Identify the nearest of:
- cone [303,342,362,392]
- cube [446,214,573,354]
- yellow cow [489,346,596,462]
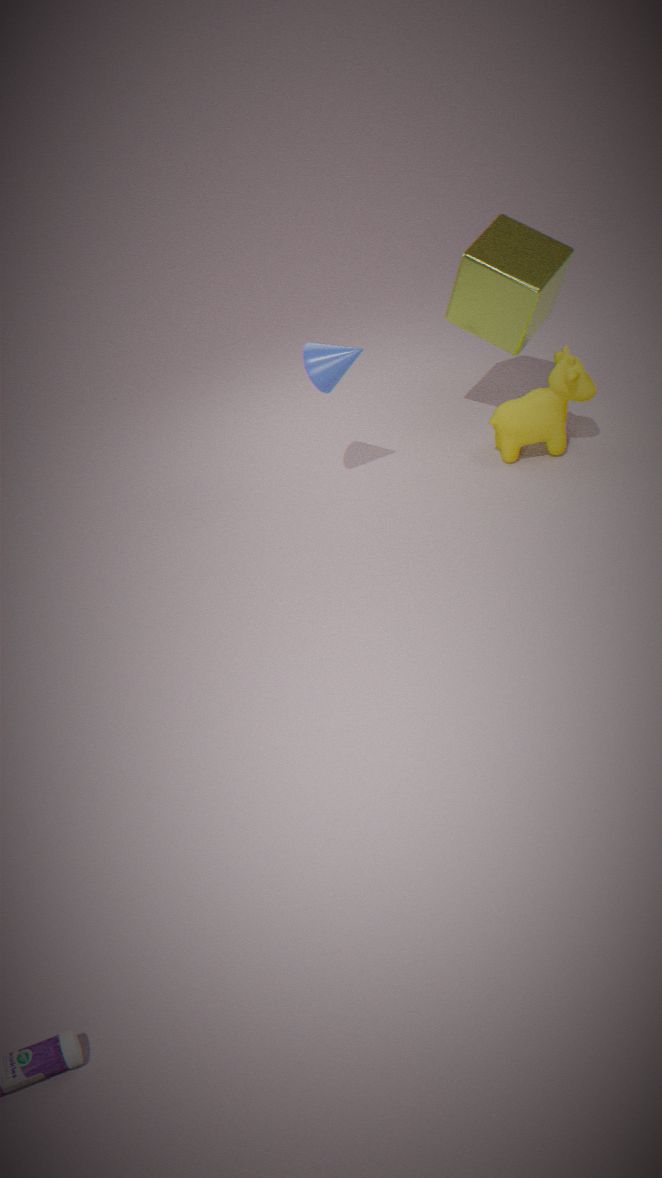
cone [303,342,362,392]
